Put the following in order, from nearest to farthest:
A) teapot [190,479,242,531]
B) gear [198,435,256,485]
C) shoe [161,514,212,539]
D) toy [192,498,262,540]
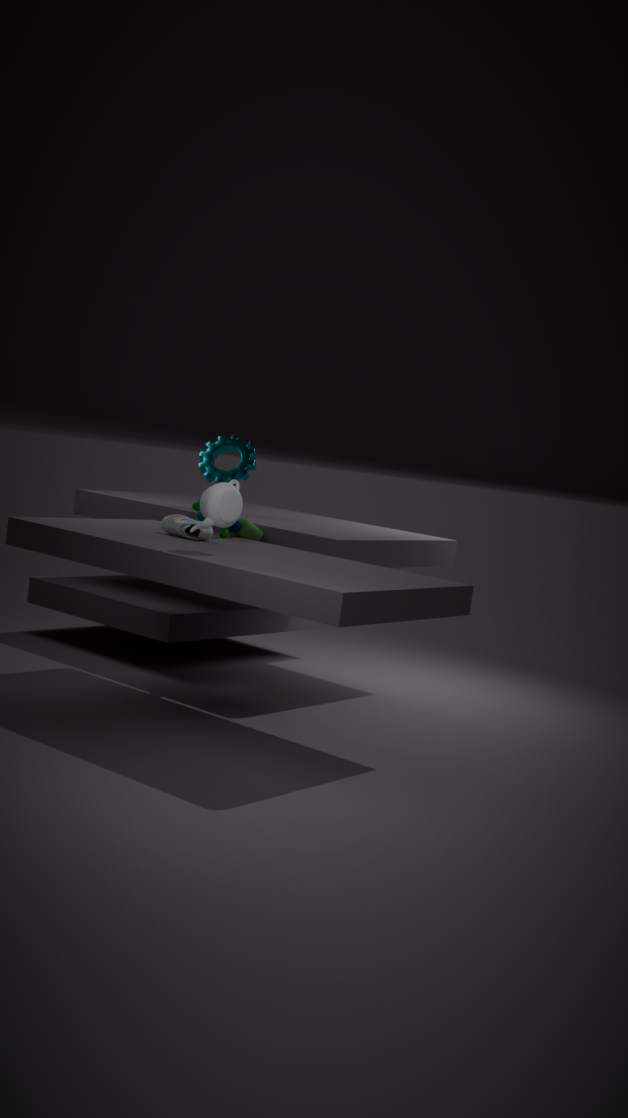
1. teapot [190,479,242,531]
2. shoe [161,514,212,539]
3. toy [192,498,262,540]
4. gear [198,435,256,485]
